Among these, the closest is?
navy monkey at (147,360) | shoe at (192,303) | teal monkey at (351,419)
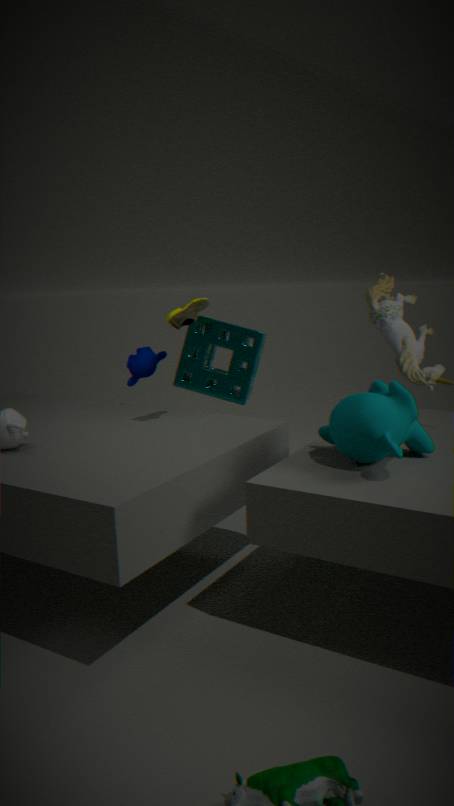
teal monkey at (351,419)
